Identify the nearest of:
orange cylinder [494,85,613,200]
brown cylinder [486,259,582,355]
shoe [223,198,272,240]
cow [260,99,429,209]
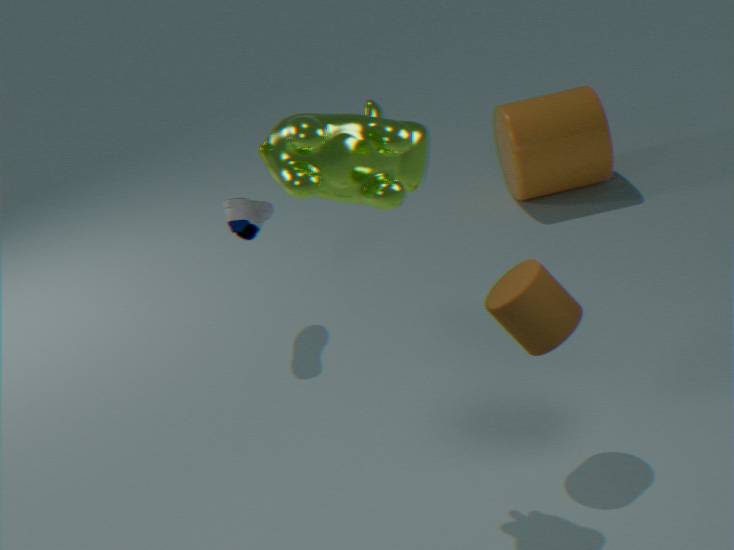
cow [260,99,429,209]
